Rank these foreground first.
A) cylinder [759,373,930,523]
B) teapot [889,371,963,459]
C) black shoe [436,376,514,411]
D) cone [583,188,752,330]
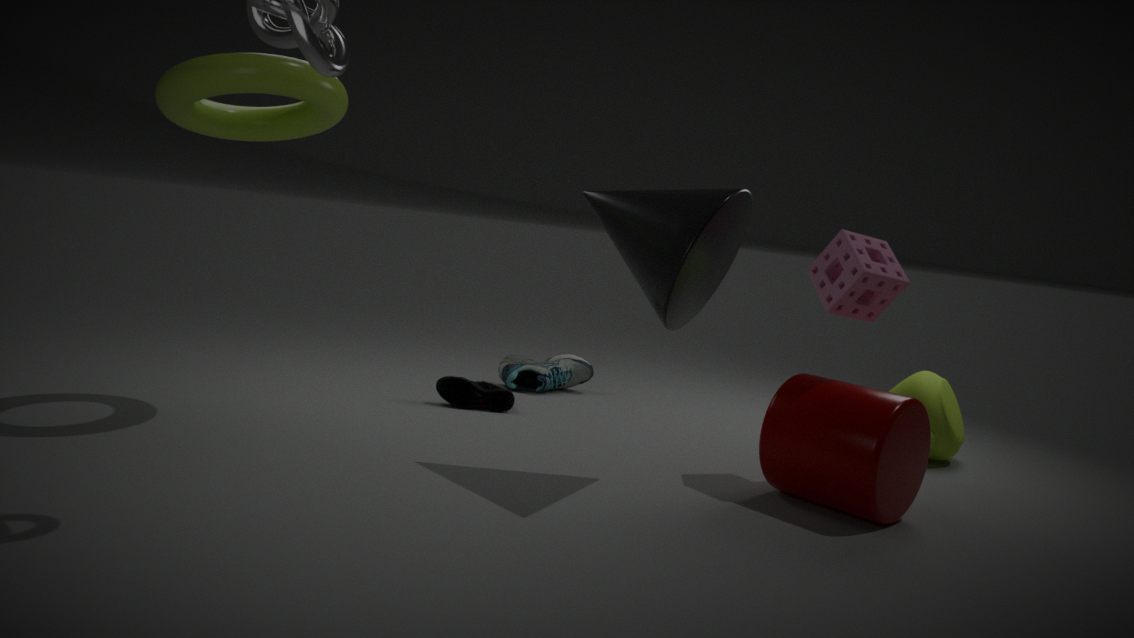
cone [583,188,752,330]
cylinder [759,373,930,523]
teapot [889,371,963,459]
black shoe [436,376,514,411]
